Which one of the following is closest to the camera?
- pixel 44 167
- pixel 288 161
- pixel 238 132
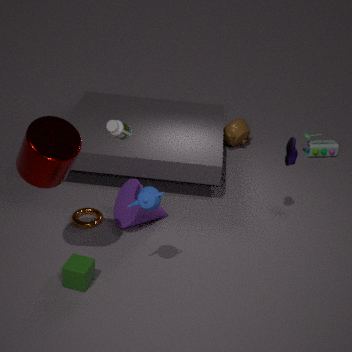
pixel 44 167
